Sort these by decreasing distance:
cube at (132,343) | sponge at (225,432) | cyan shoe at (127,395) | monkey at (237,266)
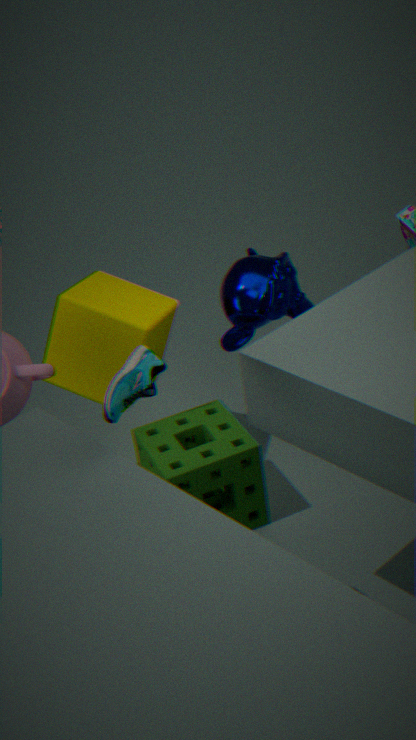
monkey at (237,266) < cube at (132,343) < sponge at (225,432) < cyan shoe at (127,395)
